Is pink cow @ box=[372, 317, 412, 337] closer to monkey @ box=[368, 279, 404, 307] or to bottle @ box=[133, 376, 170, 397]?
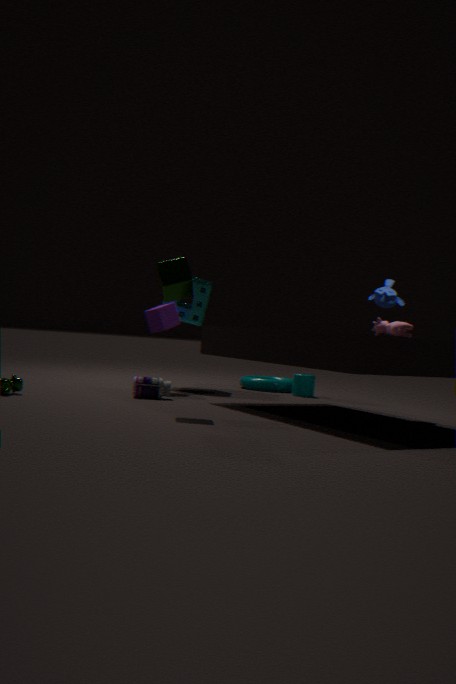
monkey @ box=[368, 279, 404, 307]
